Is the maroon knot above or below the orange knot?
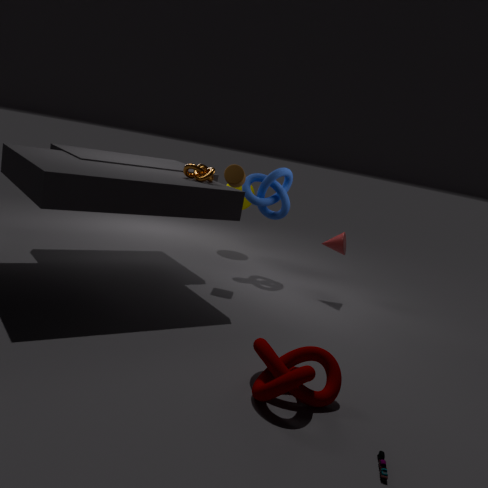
below
